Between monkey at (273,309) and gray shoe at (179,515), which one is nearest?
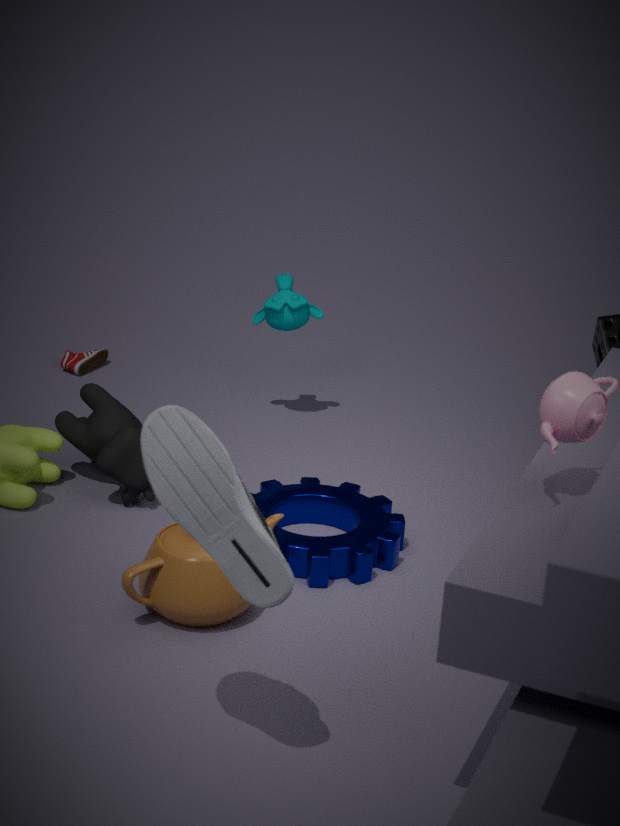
gray shoe at (179,515)
